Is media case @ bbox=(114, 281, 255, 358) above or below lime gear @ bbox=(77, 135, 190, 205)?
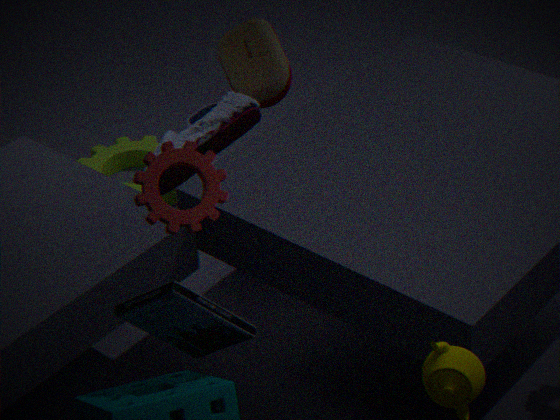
above
